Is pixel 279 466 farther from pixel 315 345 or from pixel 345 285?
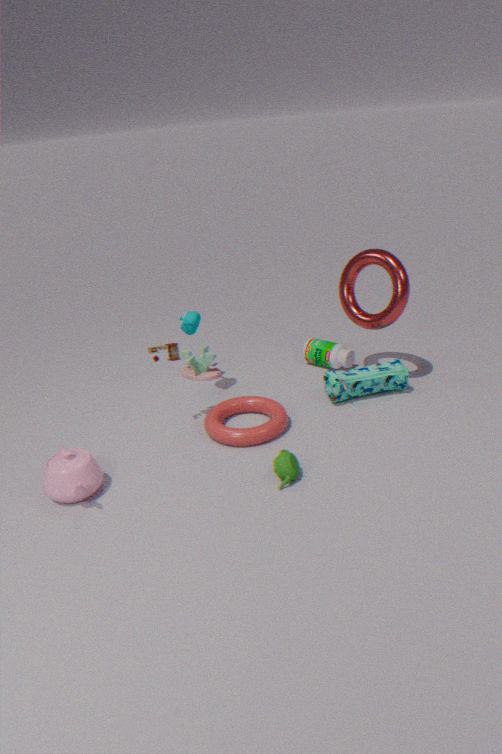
pixel 315 345
